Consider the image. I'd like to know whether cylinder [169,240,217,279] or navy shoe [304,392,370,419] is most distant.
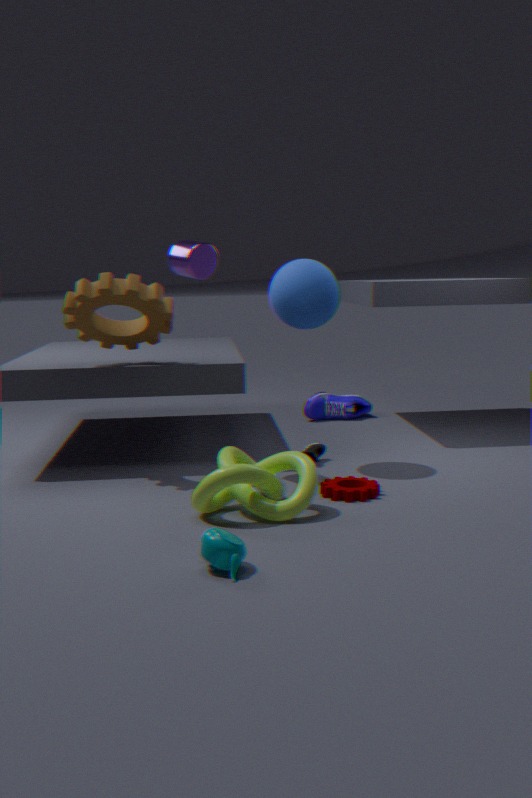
navy shoe [304,392,370,419]
